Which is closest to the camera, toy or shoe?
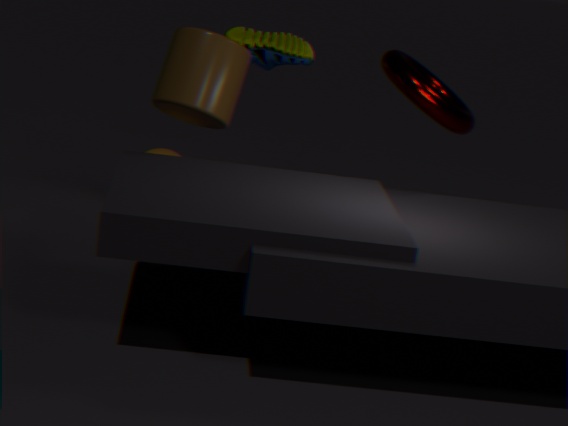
toy
